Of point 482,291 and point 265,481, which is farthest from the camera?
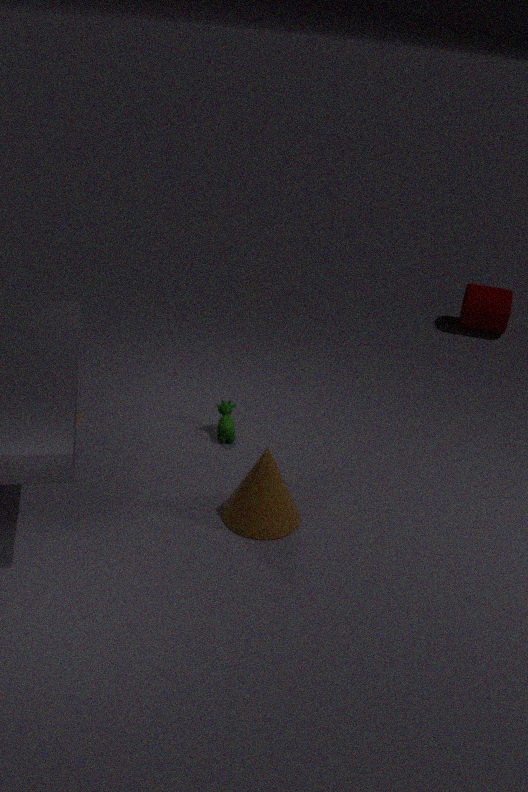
point 482,291
